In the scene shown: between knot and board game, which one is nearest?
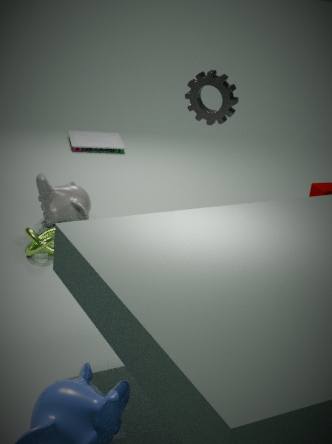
knot
